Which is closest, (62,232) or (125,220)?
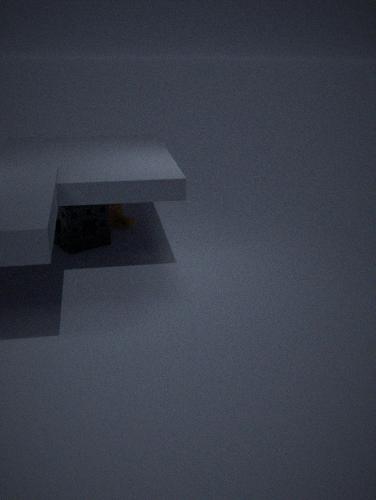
(62,232)
